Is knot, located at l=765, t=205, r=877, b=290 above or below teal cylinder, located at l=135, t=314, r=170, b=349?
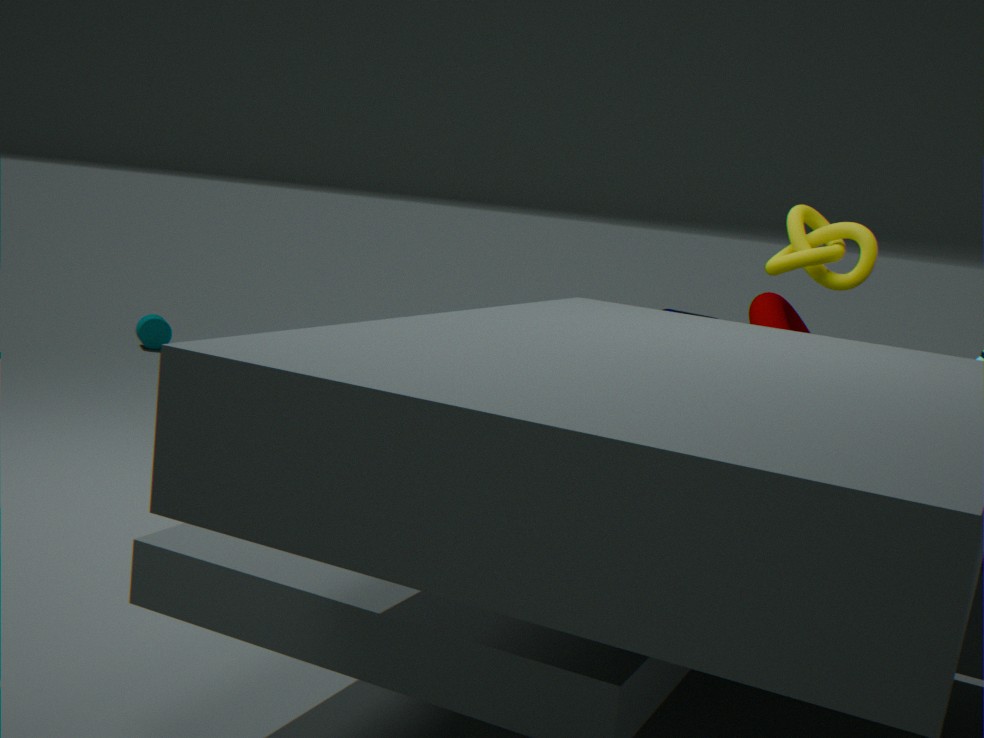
above
